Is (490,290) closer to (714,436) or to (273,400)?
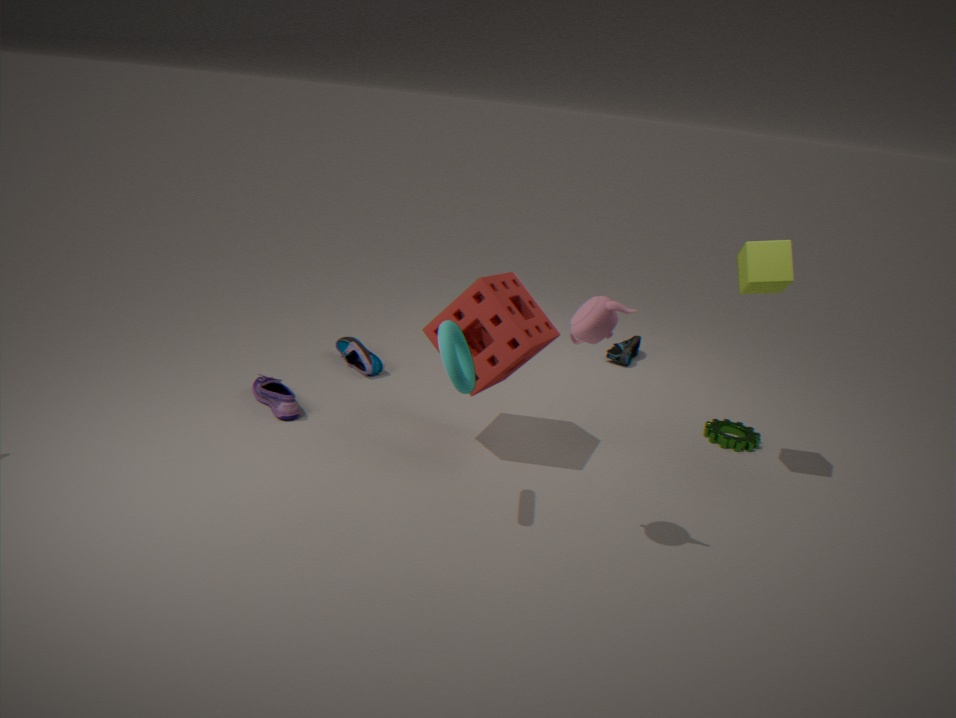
(273,400)
